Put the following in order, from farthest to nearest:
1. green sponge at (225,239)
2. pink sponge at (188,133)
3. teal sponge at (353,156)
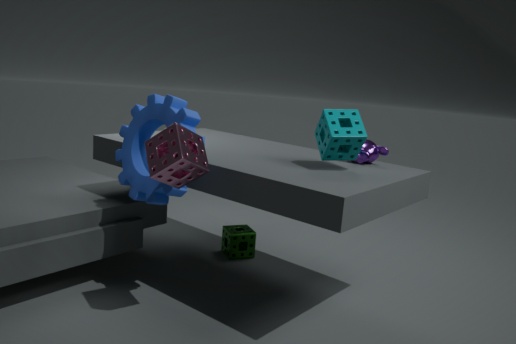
green sponge at (225,239) → teal sponge at (353,156) → pink sponge at (188,133)
